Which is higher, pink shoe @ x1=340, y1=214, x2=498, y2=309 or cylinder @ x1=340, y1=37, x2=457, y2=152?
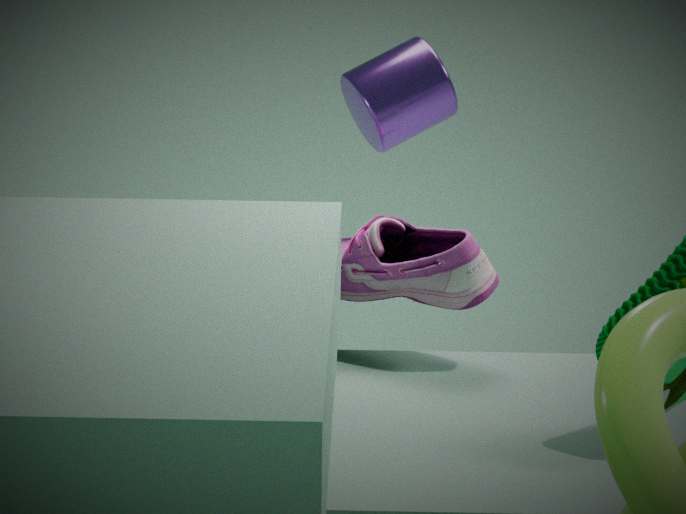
cylinder @ x1=340, y1=37, x2=457, y2=152
